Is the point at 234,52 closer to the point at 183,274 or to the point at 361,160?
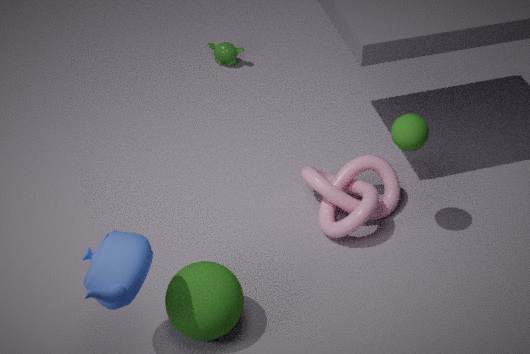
the point at 361,160
